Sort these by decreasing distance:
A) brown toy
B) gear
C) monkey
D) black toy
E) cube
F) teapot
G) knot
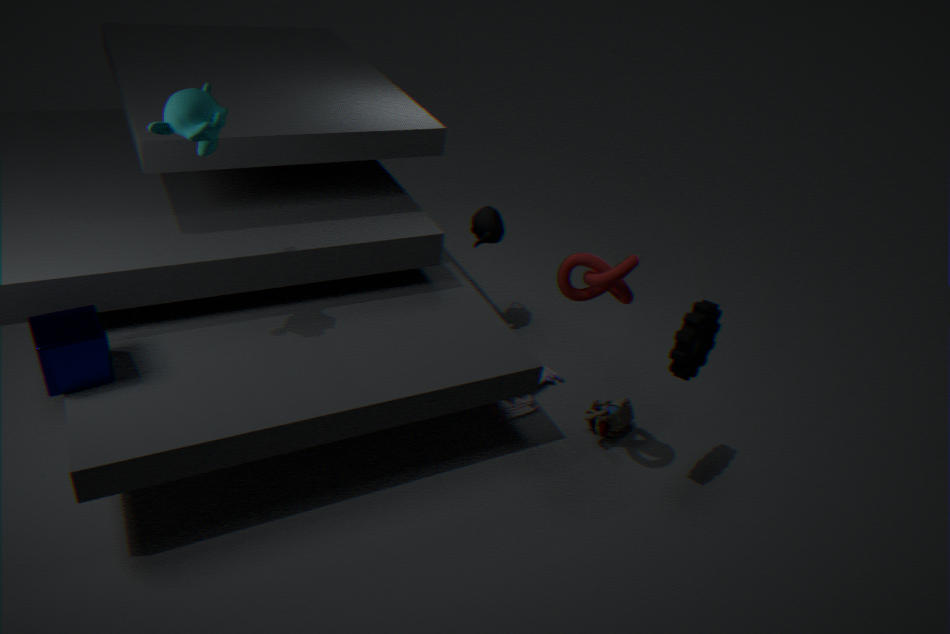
teapot, black toy, brown toy, gear, knot, monkey, cube
